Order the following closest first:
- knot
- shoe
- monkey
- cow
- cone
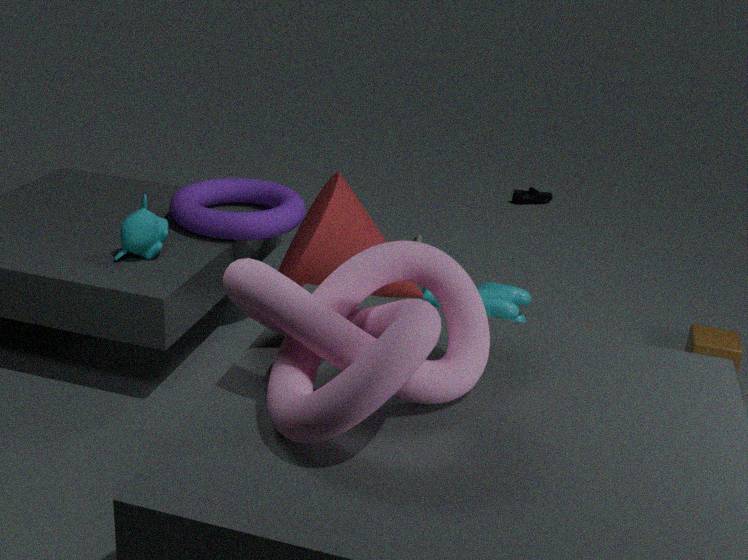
knot → cone → monkey → cow → shoe
